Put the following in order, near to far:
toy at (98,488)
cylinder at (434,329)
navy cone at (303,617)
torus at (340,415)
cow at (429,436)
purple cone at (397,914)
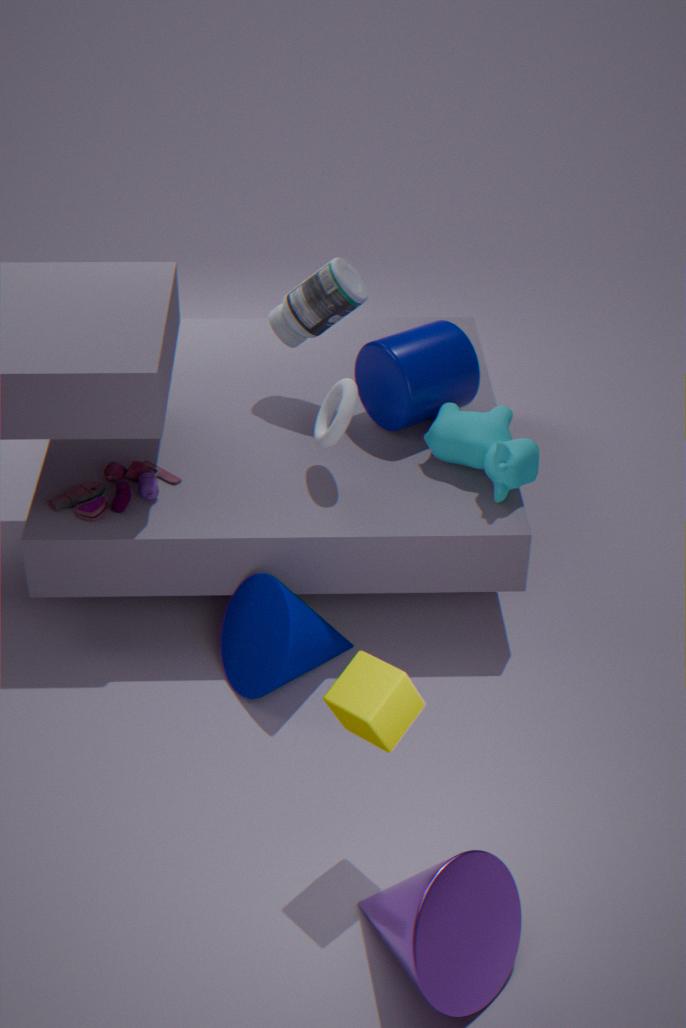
purple cone at (397,914) < navy cone at (303,617) < toy at (98,488) < cow at (429,436) < torus at (340,415) < cylinder at (434,329)
